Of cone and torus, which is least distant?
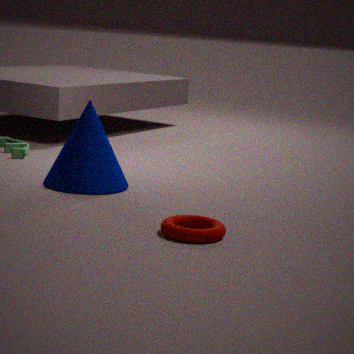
torus
